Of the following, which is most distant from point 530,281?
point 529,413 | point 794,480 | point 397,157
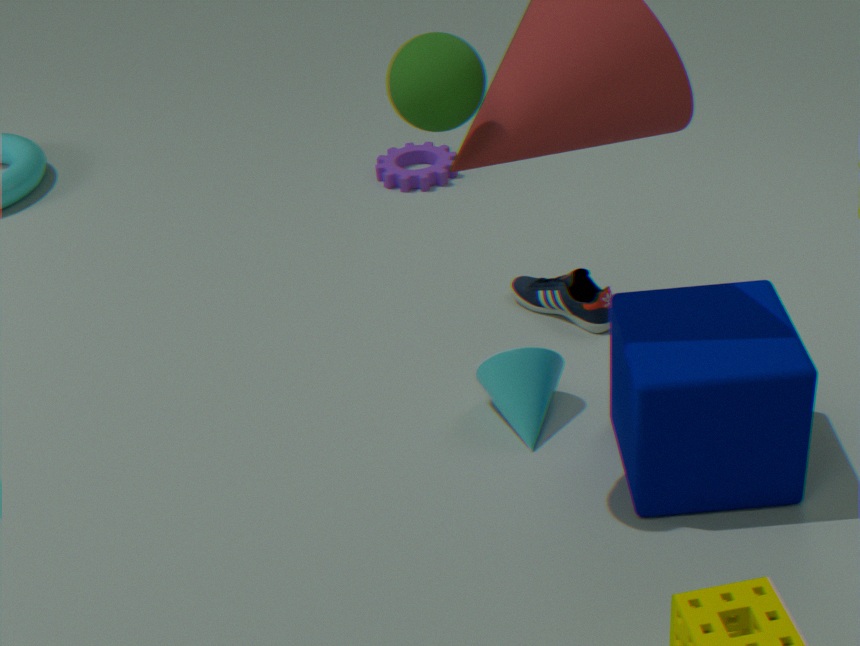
point 397,157
